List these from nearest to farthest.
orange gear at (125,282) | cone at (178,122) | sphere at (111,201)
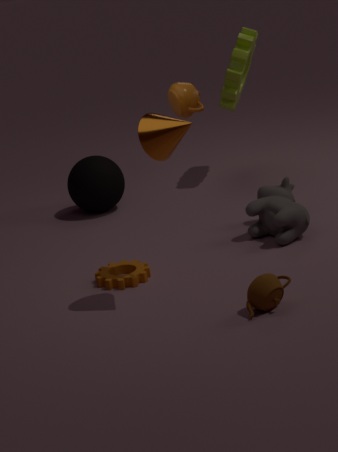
cone at (178,122)
orange gear at (125,282)
sphere at (111,201)
